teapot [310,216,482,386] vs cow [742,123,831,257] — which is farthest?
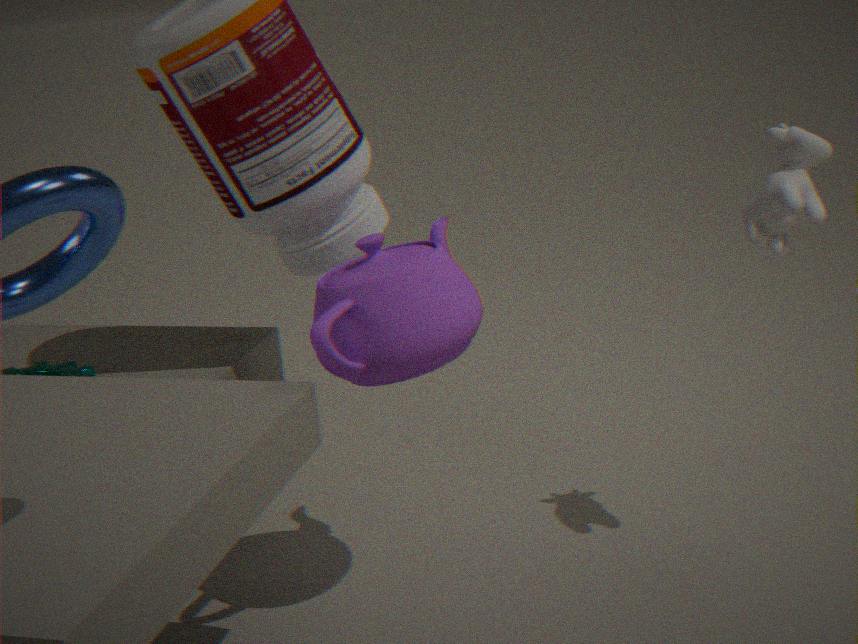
cow [742,123,831,257]
